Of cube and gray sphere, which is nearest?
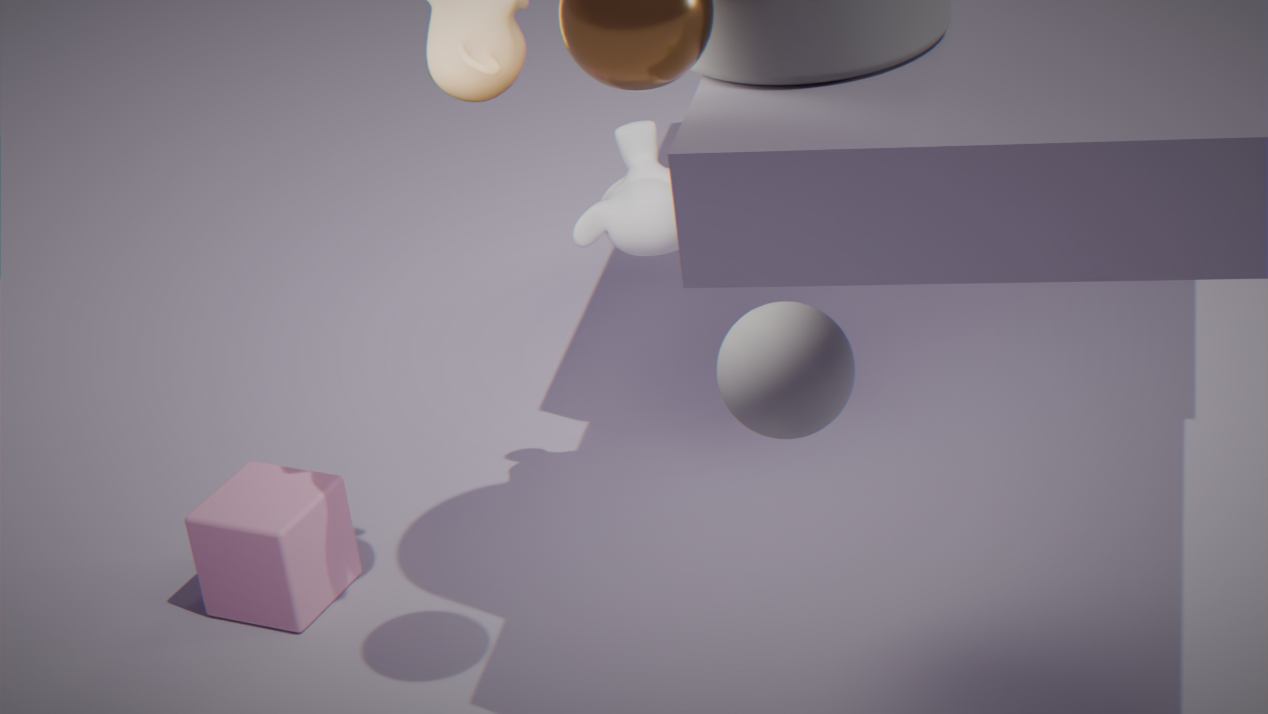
gray sphere
